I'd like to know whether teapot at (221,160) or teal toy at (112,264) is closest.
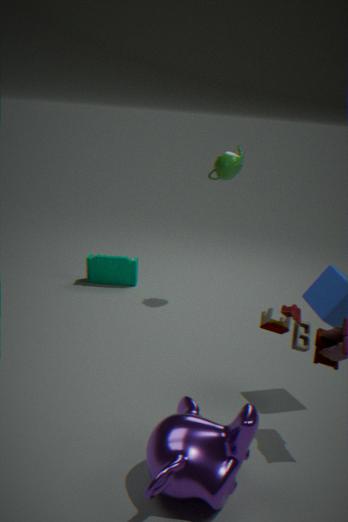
teapot at (221,160)
